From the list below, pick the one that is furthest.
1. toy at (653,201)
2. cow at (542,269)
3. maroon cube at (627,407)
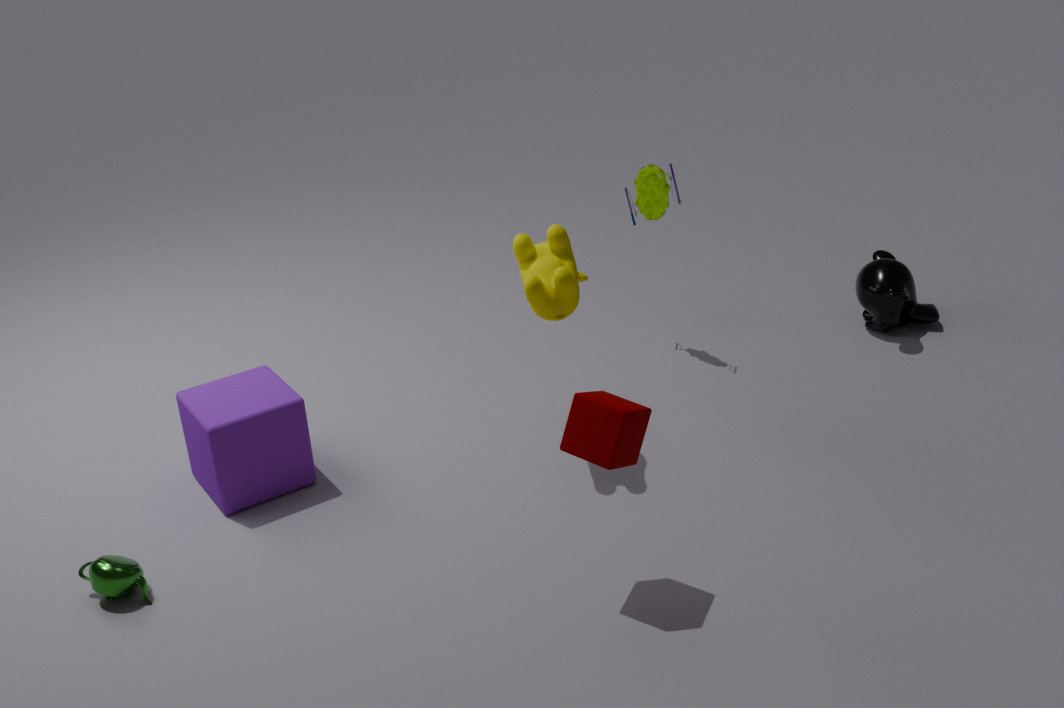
toy at (653,201)
